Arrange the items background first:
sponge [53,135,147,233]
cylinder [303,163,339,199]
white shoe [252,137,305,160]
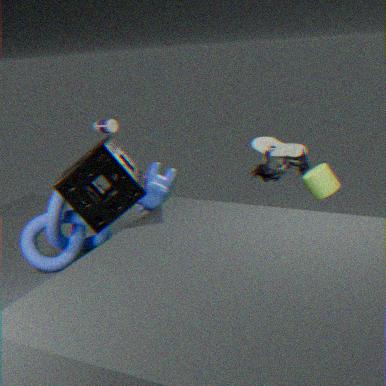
white shoe [252,137,305,160] < cylinder [303,163,339,199] < sponge [53,135,147,233]
